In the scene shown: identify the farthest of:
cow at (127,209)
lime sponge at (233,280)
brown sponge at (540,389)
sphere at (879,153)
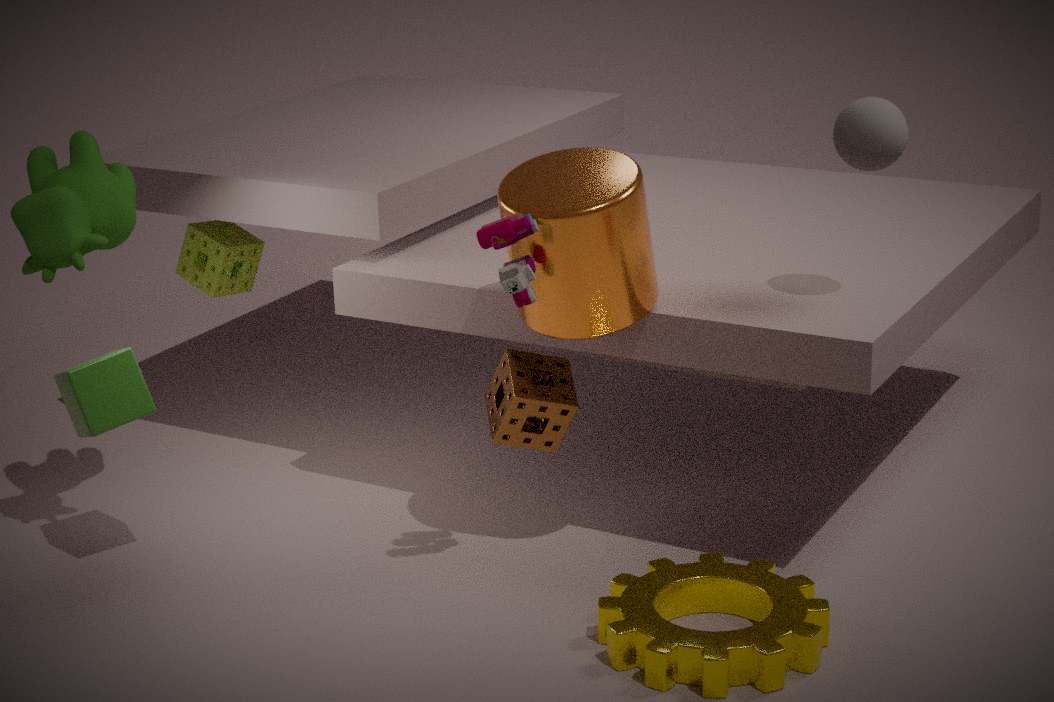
lime sponge at (233,280)
